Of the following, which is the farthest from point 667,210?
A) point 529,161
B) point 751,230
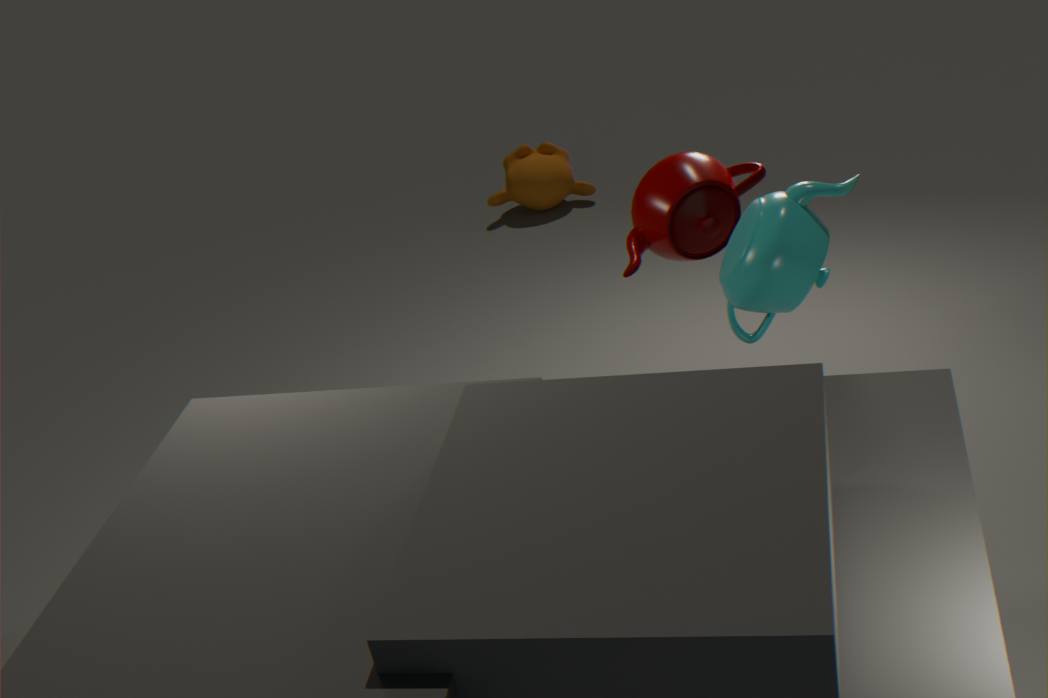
point 529,161
